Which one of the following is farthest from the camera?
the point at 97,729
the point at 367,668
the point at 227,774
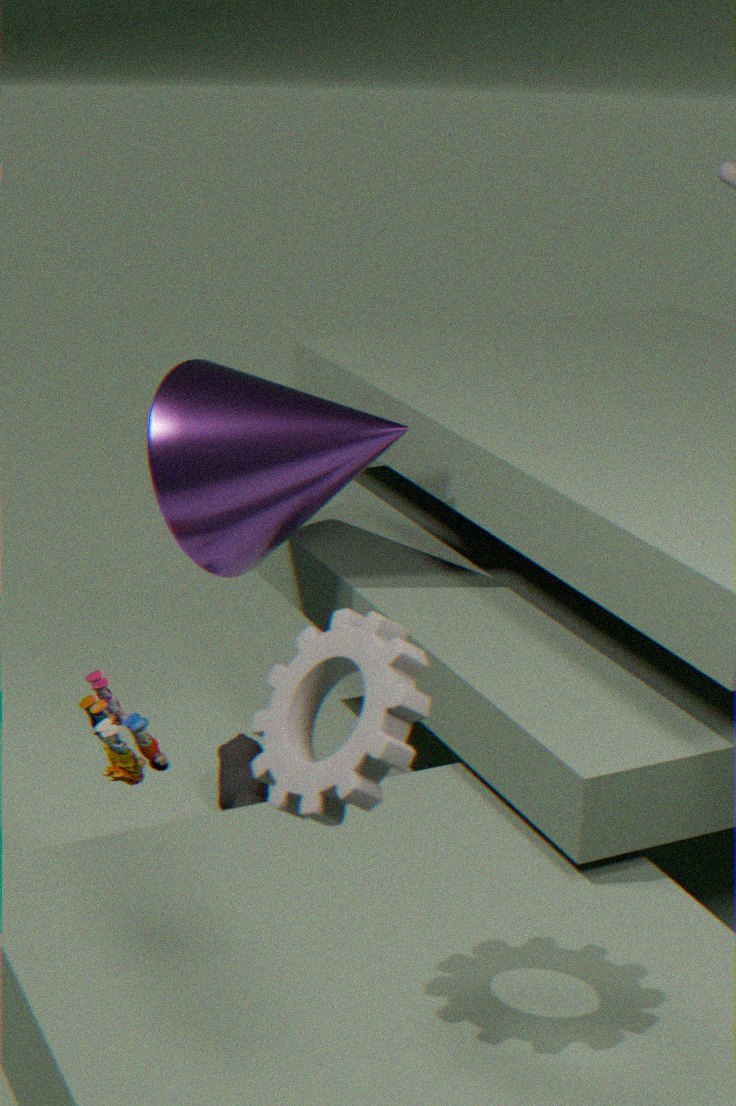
the point at 227,774
